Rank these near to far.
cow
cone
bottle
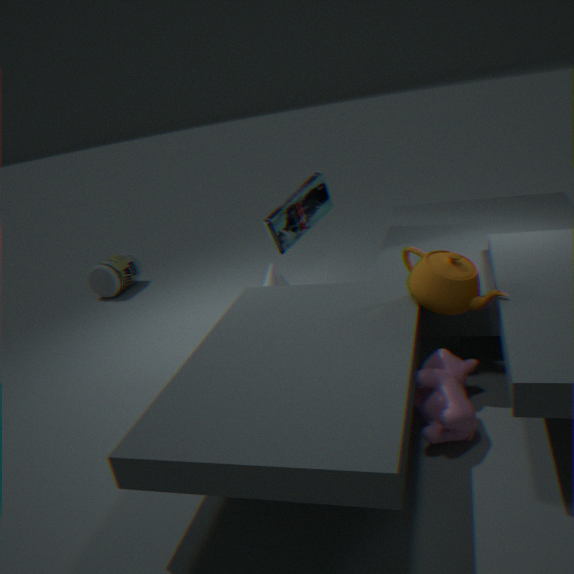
1. cow
2. cone
3. bottle
